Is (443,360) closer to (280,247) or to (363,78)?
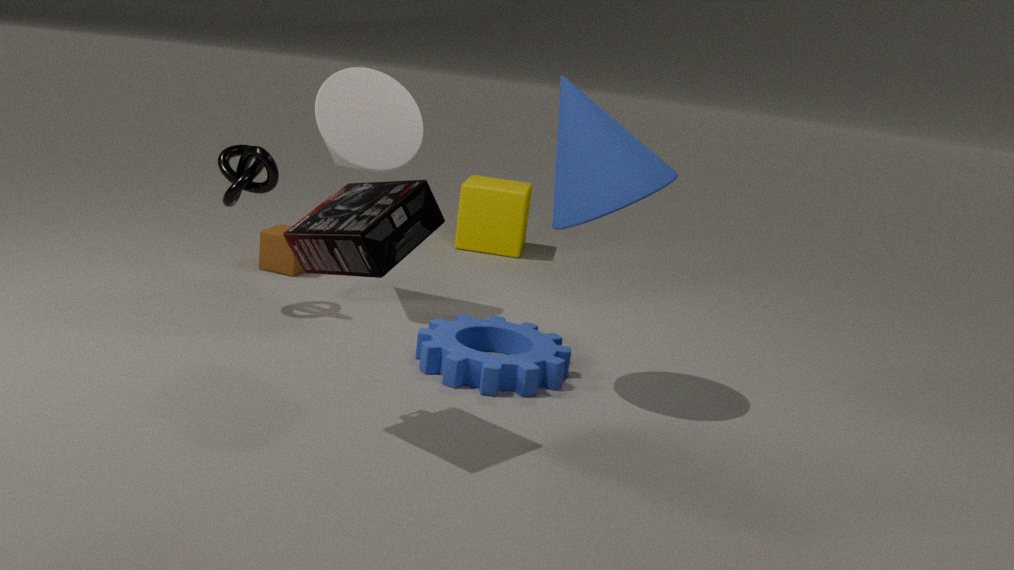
(363,78)
